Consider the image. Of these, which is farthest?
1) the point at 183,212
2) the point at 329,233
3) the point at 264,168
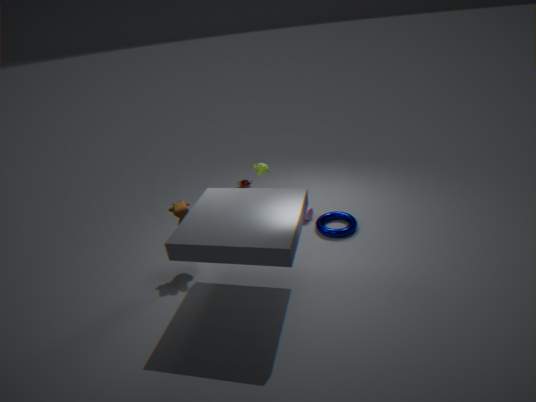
3. the point at 264,168
